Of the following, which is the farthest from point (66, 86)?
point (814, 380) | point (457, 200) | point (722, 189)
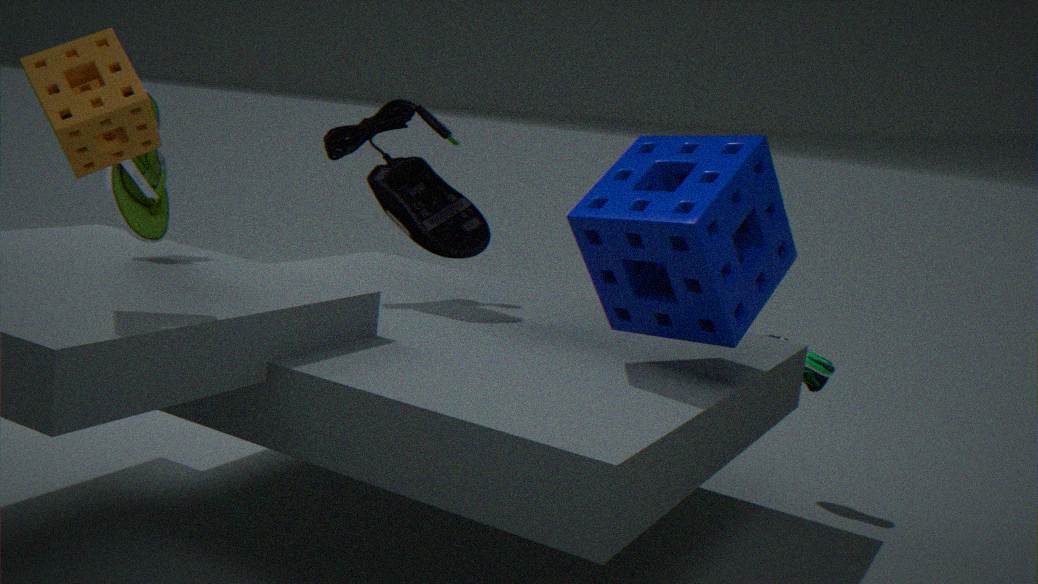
point (814, 380)
